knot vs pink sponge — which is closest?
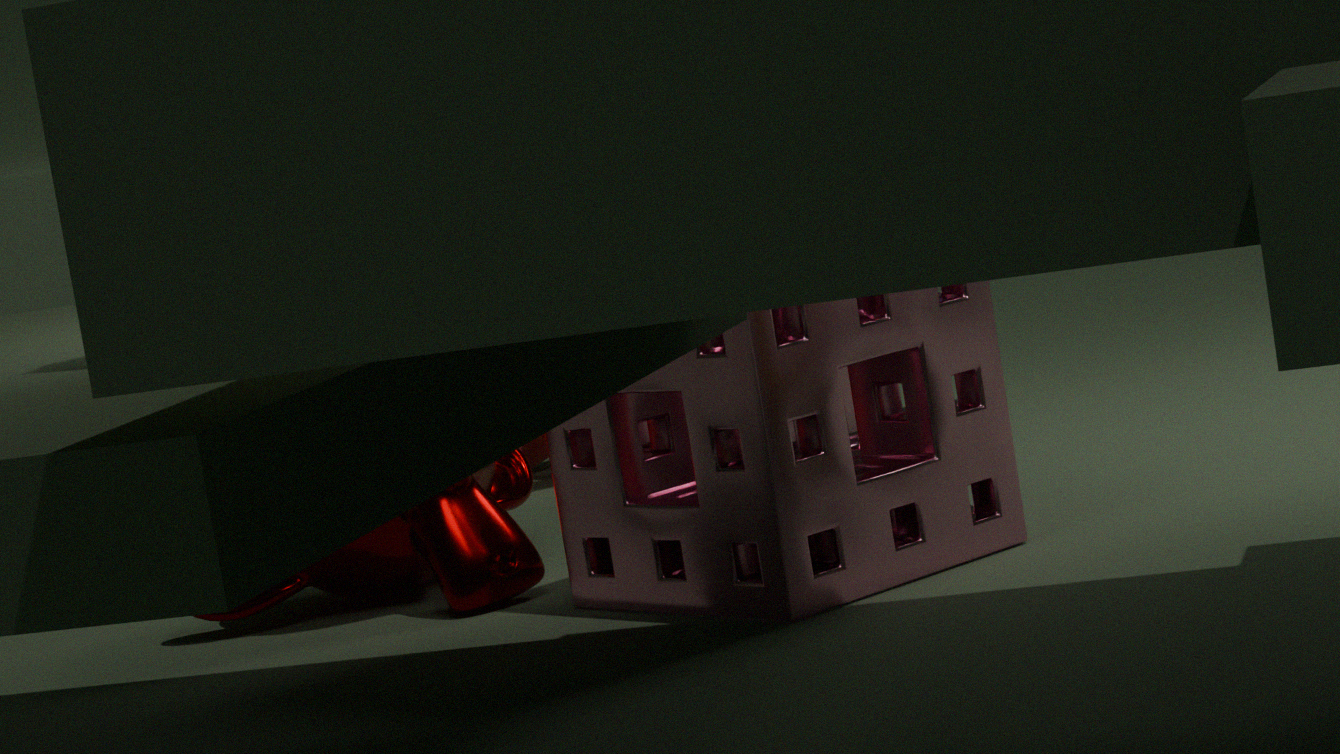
pink sponge
